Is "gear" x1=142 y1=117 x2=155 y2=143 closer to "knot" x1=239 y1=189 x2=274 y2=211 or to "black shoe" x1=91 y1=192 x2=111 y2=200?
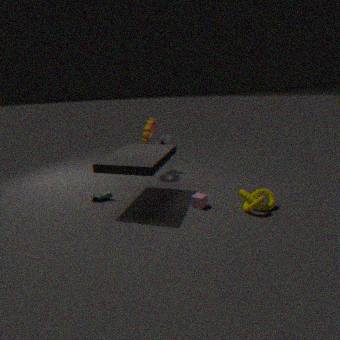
"black shoe" x1=91 y1=192 x2=111 y2=200
